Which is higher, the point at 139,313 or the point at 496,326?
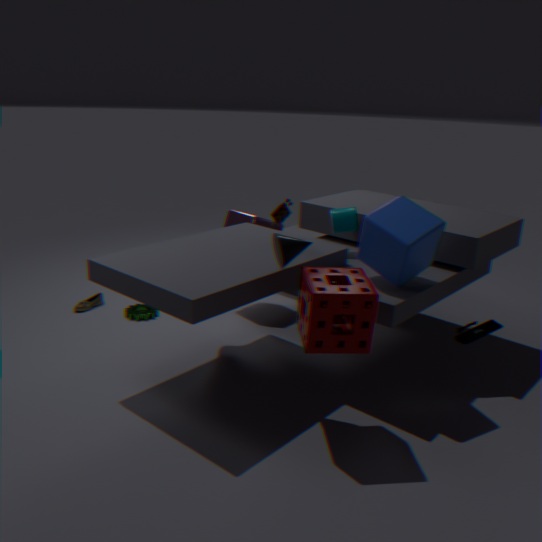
the point at 496,326
